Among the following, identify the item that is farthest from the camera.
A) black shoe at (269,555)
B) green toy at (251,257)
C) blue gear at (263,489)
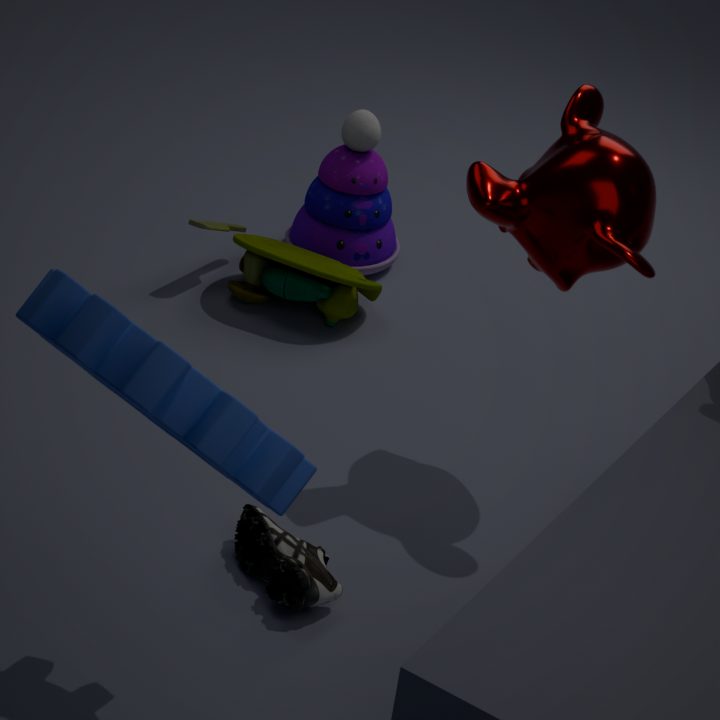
green toy at (251,257)
